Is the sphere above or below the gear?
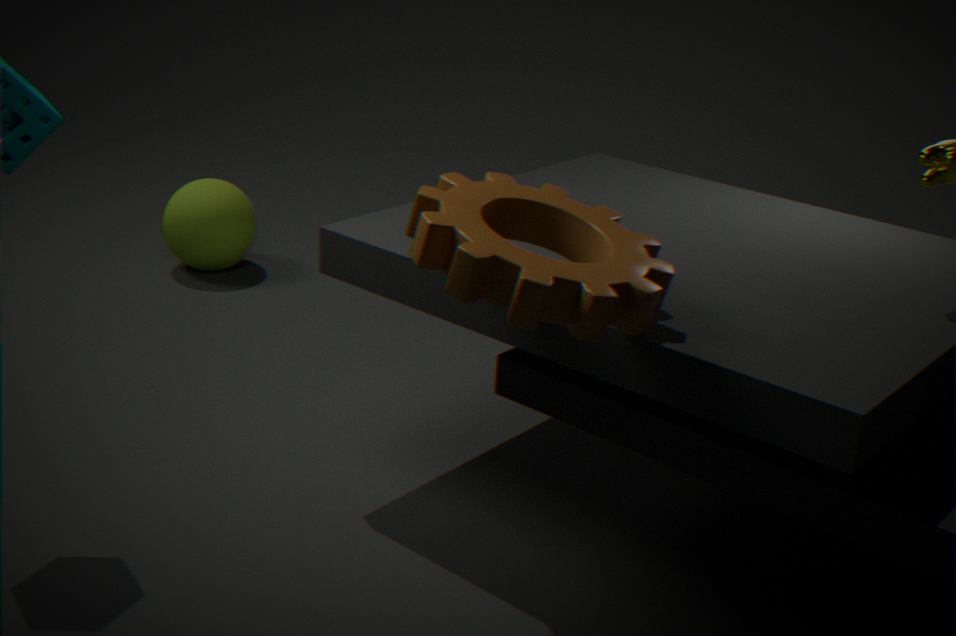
below
